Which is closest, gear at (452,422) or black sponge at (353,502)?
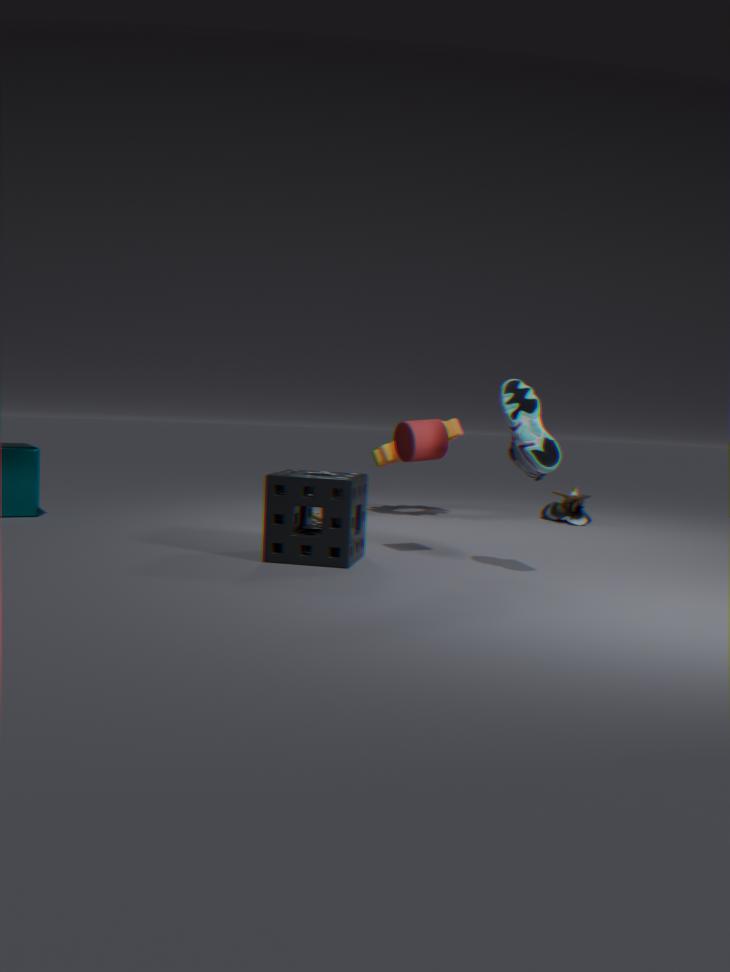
black sponge at (353,502)
